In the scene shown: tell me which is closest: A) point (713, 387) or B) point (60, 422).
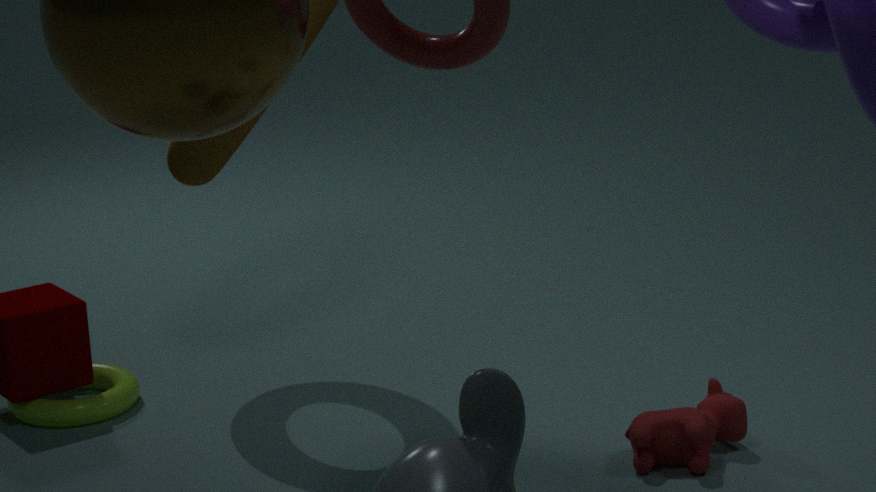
A. point (713, 387)
